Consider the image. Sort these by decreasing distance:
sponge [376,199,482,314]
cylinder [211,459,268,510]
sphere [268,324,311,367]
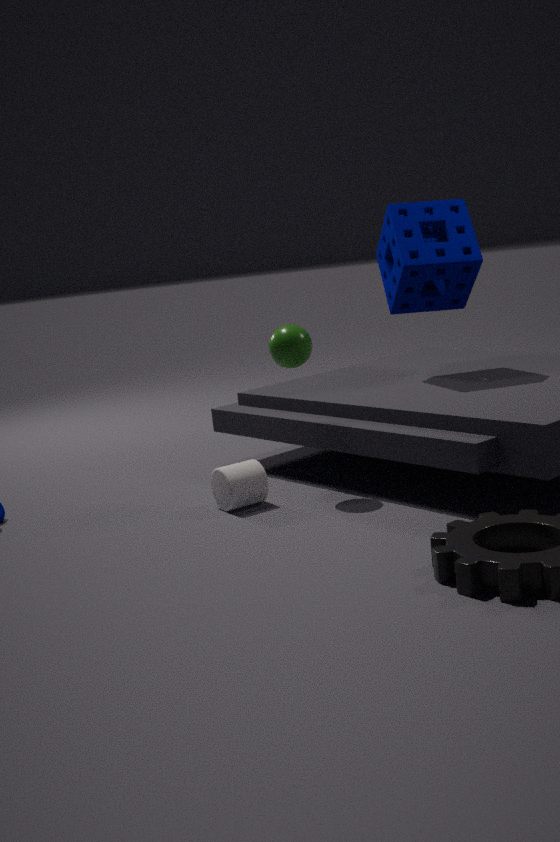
sponge [376,199,482,314]
sphere [268,324,311,367]
cylinder [211,459,268,510]
